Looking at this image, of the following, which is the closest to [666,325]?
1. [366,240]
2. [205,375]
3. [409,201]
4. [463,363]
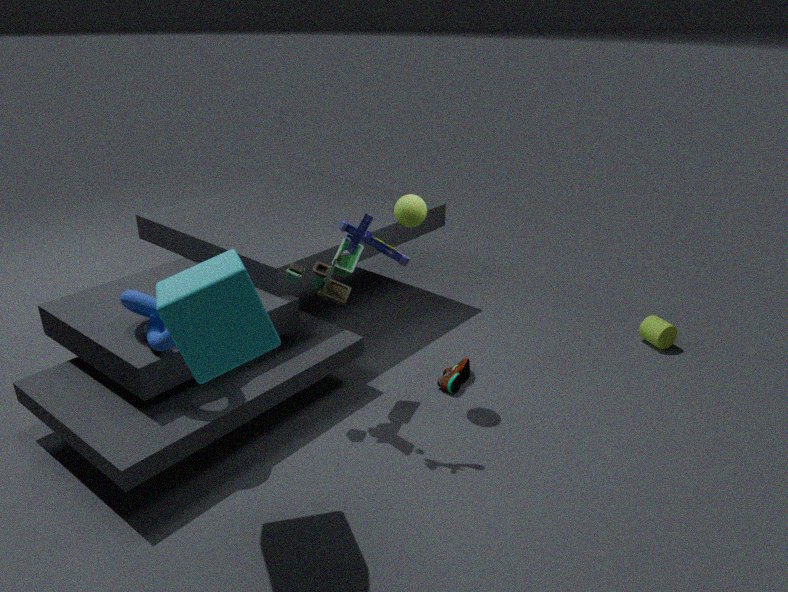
[463,363]
